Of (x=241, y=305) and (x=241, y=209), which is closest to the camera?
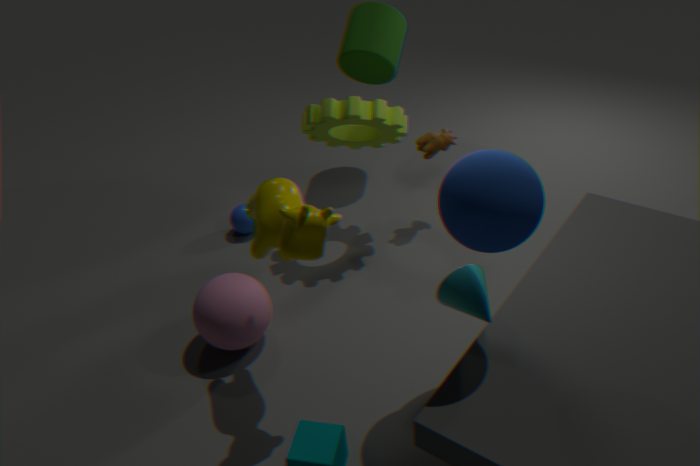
(x=241, y=305)
